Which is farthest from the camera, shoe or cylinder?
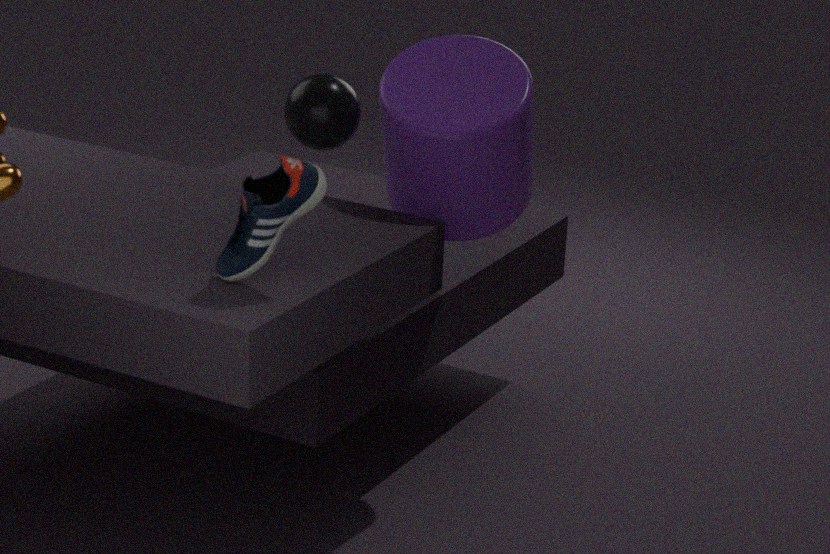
cylinder
